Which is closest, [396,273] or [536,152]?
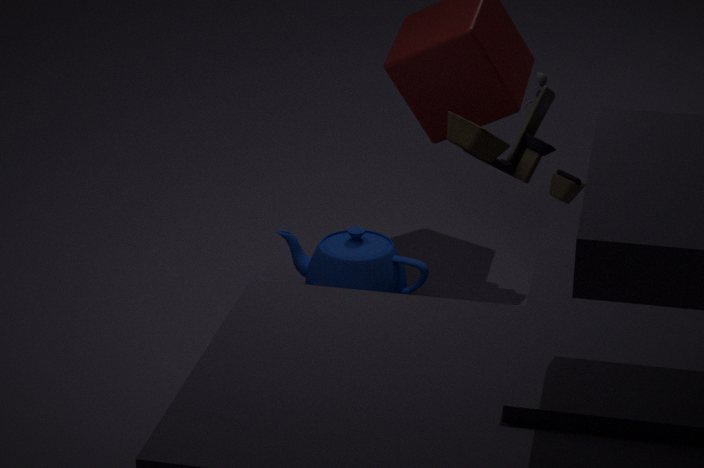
[396,273]
